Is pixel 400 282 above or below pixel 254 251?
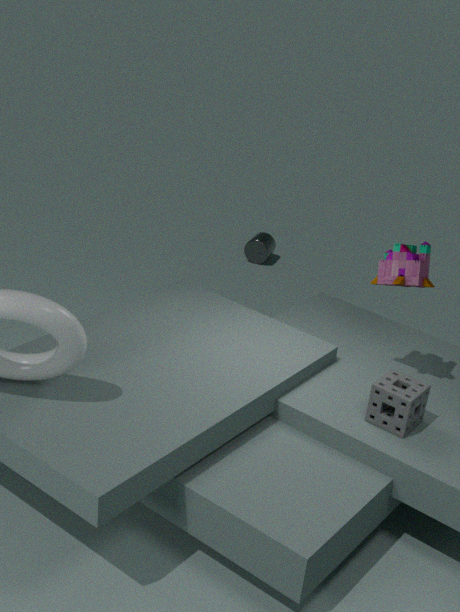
above
